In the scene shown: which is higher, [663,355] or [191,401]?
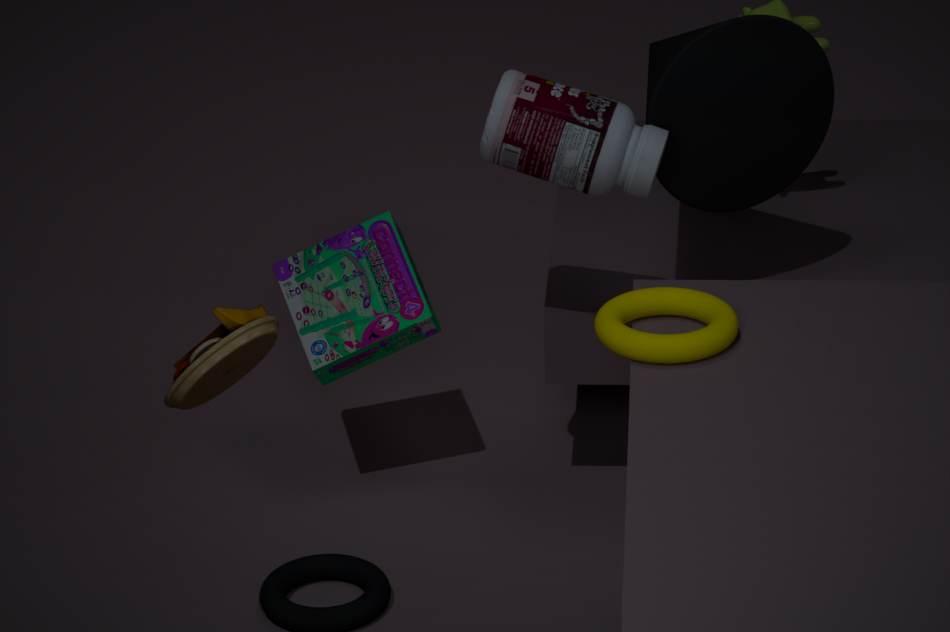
[191,401]
